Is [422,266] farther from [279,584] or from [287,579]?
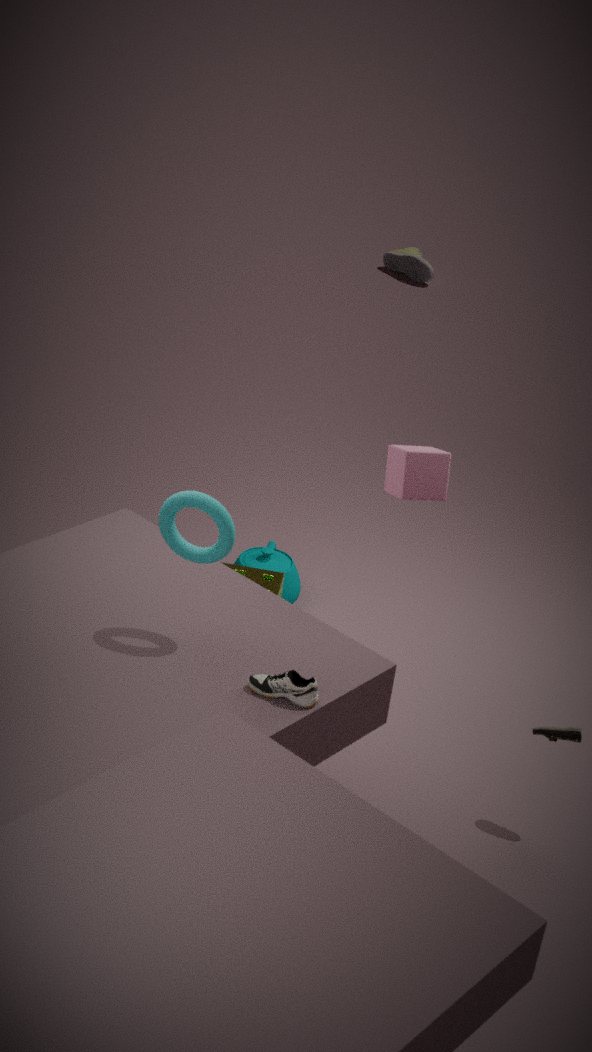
[279,584]
